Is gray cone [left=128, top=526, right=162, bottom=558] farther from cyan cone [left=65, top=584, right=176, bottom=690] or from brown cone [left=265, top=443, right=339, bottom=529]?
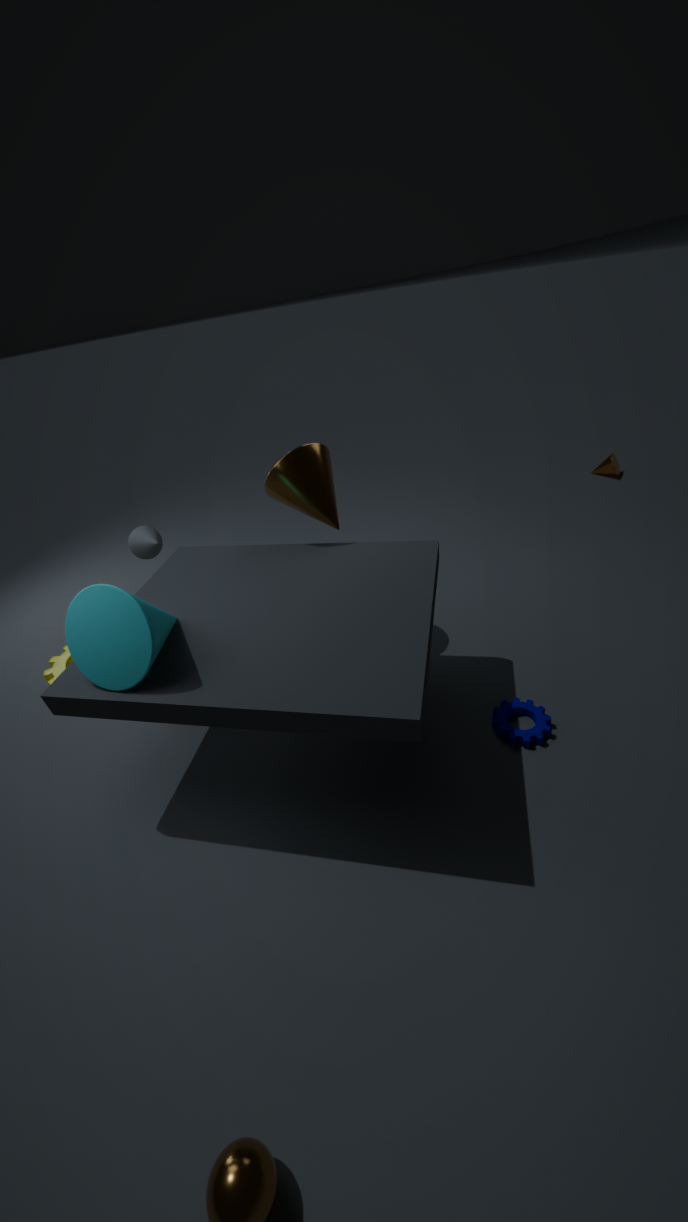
cyan cone [left=65, top=584, right=176, bottom=690]
